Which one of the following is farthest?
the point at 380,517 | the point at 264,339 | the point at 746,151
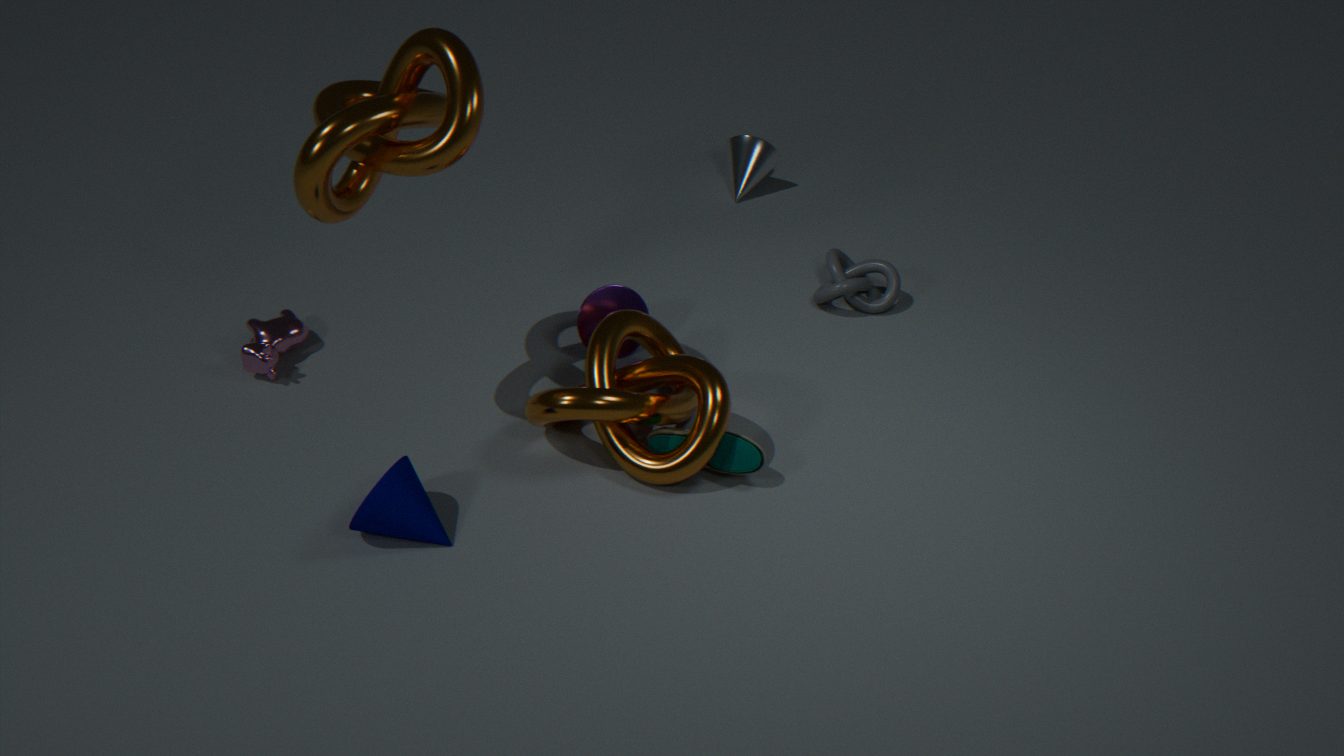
the point at 746,151
